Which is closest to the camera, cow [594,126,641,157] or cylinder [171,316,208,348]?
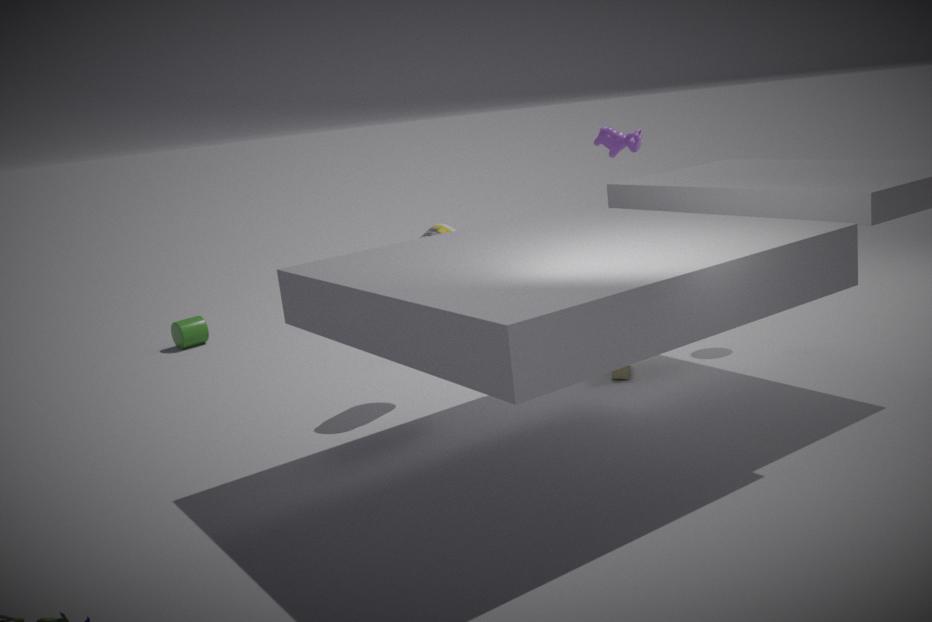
cow [594,126,641,157]
